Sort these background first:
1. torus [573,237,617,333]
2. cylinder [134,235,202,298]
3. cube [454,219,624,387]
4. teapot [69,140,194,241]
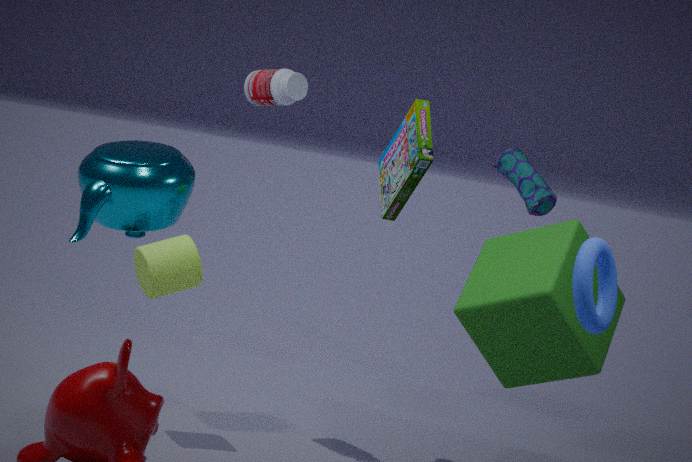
1. cylinder [134,235,202,298]
2. cube [454,219,624,387]
3. teapot [69,140,194,241]
4. torus [573,237,617,333]
